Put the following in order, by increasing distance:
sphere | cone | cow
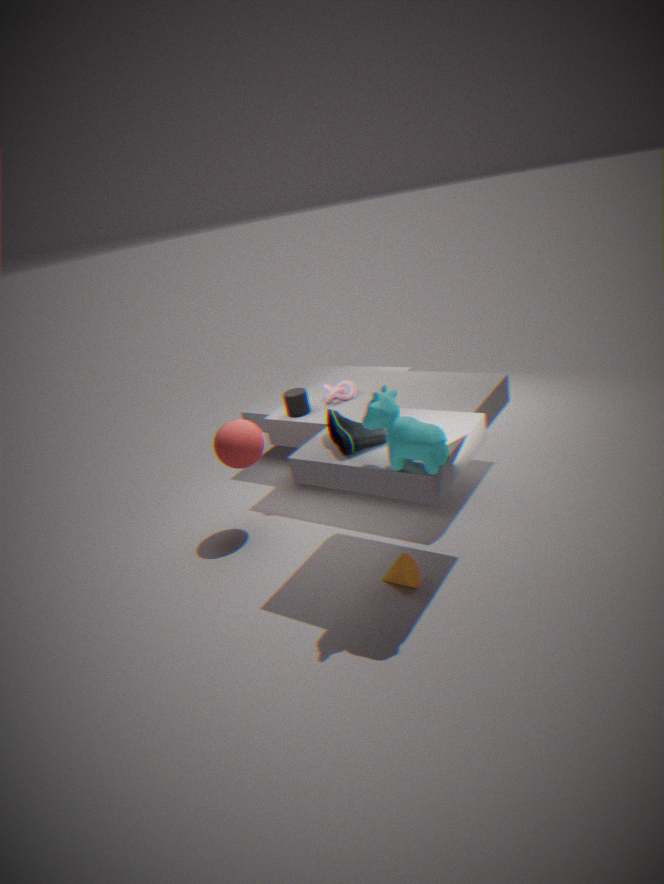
1. cow
2. cone
3. sphere
